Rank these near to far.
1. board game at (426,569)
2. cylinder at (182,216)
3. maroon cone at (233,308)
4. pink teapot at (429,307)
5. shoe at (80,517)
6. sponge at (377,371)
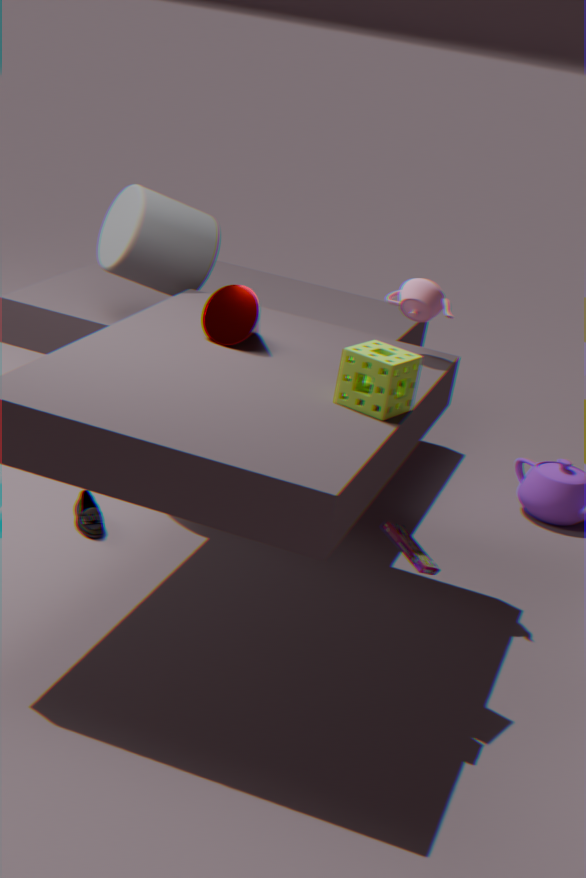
1. board game at (426,569)
2. sponge at (377,371)
3. maroon cone at (233,308)
4. pink teapot at (429,307)
5. shoe at (80,517)
6. cylinder at (182,216)
